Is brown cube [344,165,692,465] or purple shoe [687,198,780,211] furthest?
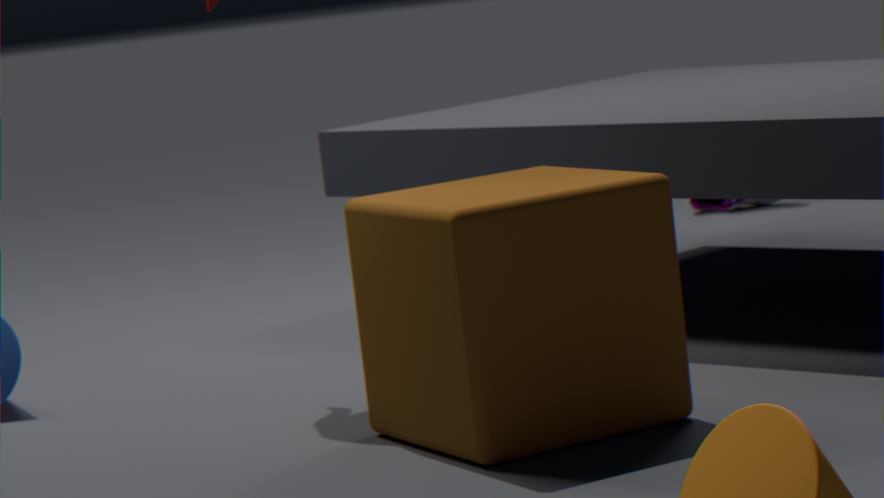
purple shoe [687,198,780,211]
